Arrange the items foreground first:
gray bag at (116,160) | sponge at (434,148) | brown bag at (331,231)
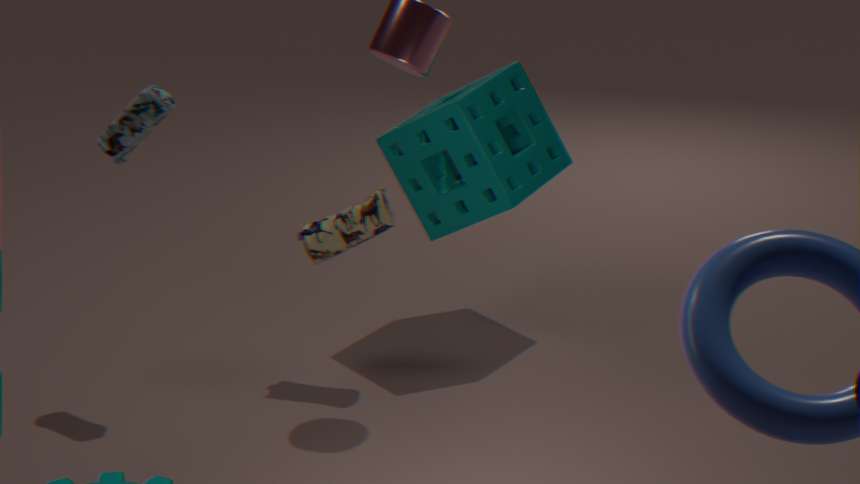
gray bag at (116,160)
brown bag at (331,231)
sponge at (434,148)
